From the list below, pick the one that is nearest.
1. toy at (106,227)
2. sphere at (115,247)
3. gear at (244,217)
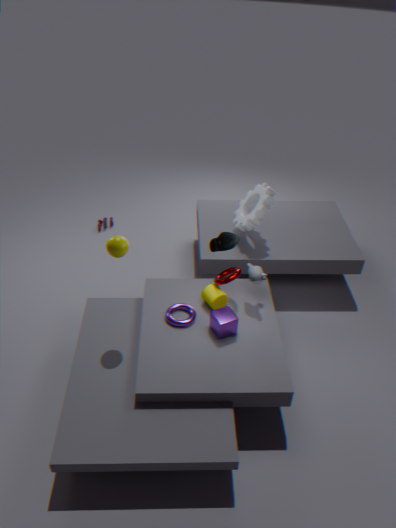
sphere at (115,247)
